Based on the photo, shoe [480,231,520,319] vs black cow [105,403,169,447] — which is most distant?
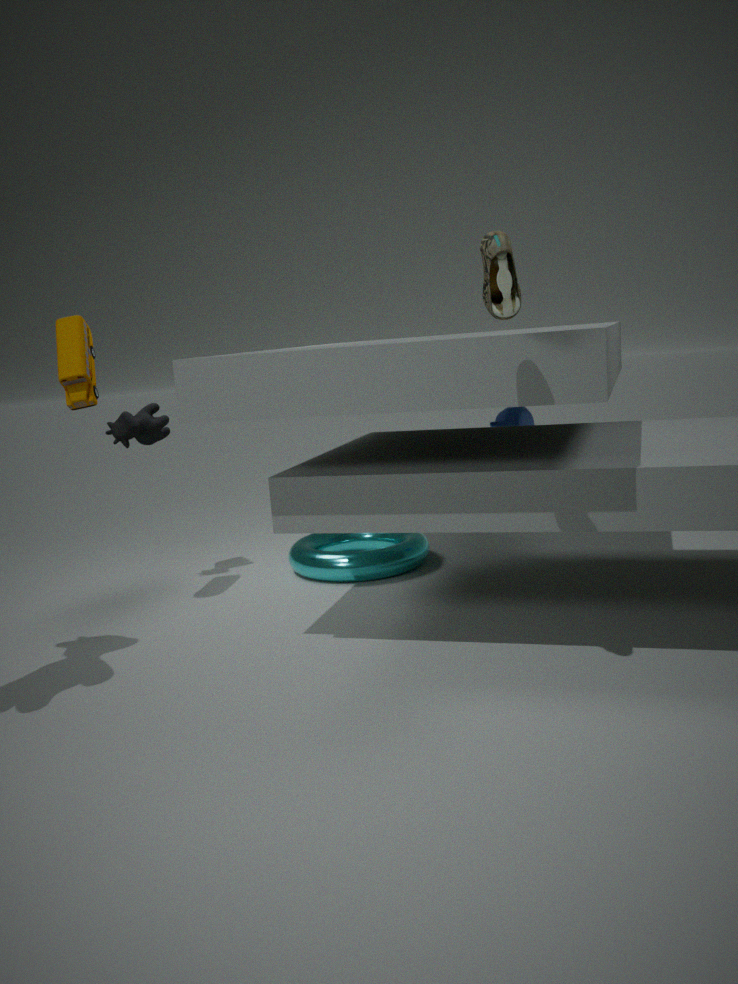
black cow [105,403,169,447]
